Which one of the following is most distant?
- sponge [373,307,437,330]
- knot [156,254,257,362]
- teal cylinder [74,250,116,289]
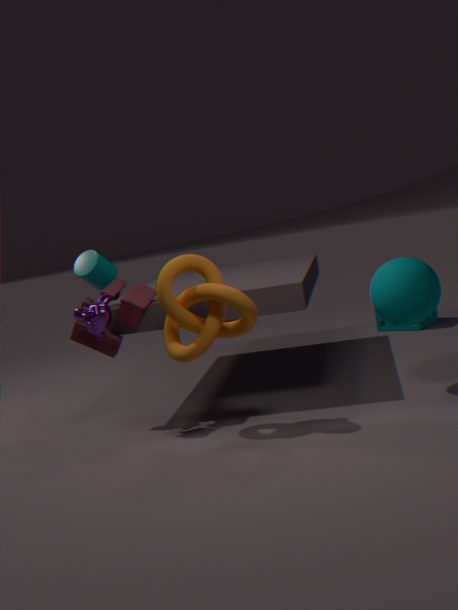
sponge [373,307,437,330]
